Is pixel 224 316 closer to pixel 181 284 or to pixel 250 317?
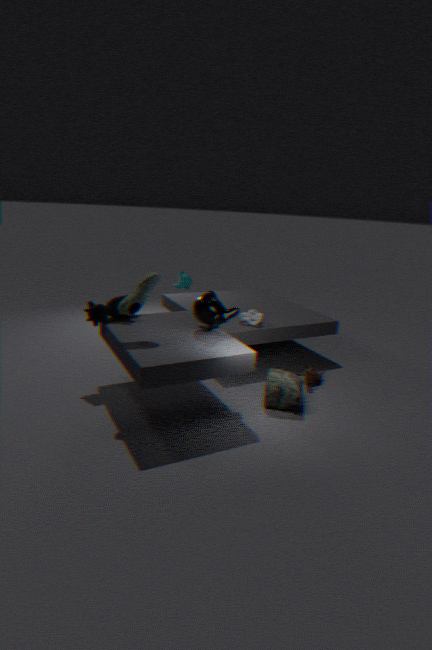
pixel 250 317
